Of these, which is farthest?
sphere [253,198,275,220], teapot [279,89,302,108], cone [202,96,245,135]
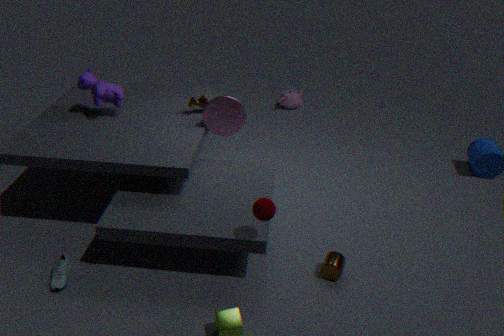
teapot [279,89,302,108]
